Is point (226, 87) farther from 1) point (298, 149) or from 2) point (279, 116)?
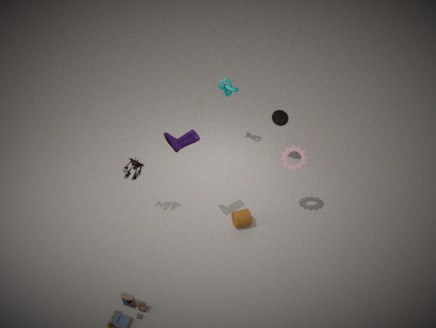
1) point (298, 149)
